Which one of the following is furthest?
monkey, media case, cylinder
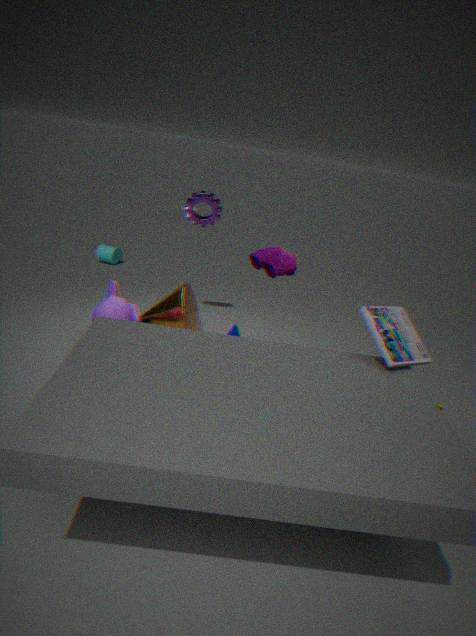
cylinder
